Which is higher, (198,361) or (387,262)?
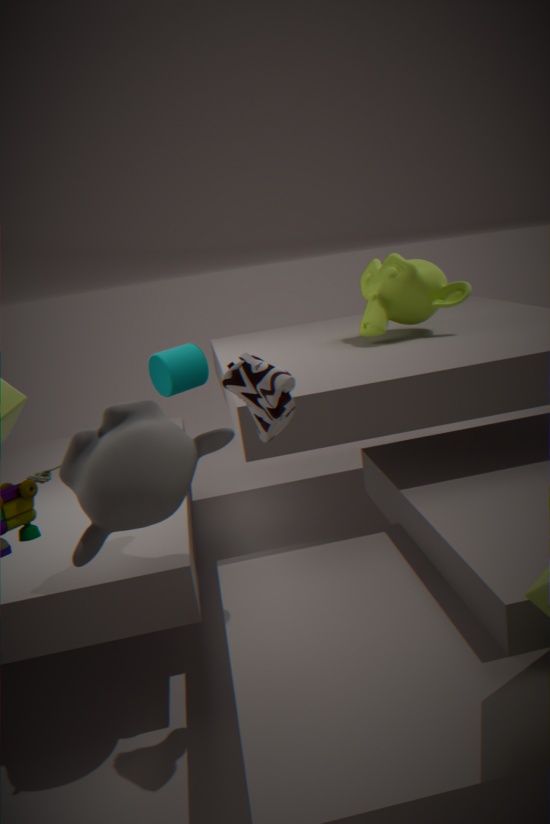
(387,262)
